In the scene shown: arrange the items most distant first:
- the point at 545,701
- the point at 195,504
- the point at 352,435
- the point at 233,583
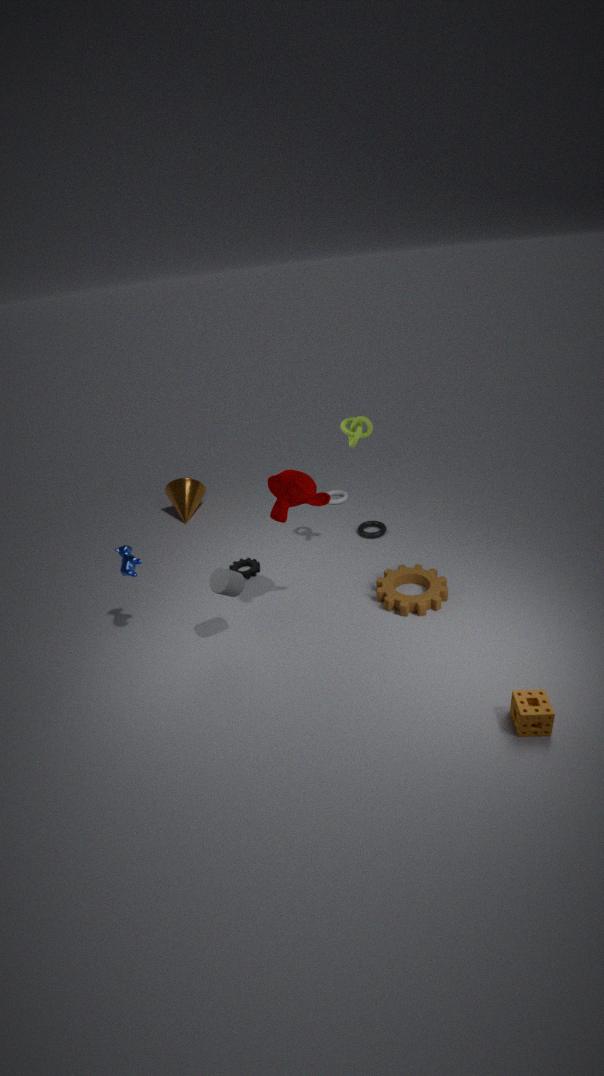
the point at 195,504, the point at 352,435, the point at 233,583, the point at 545,701
